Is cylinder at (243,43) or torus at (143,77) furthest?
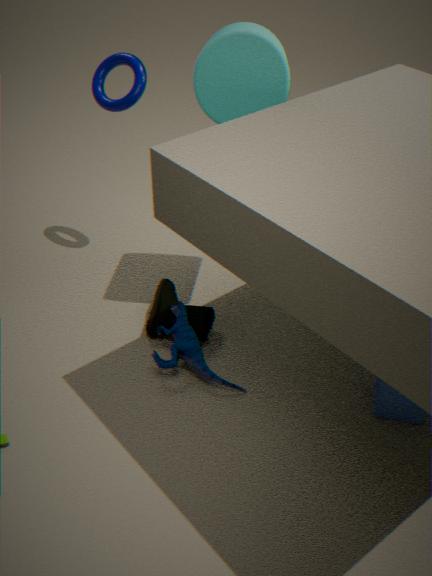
torus at (143,77)
